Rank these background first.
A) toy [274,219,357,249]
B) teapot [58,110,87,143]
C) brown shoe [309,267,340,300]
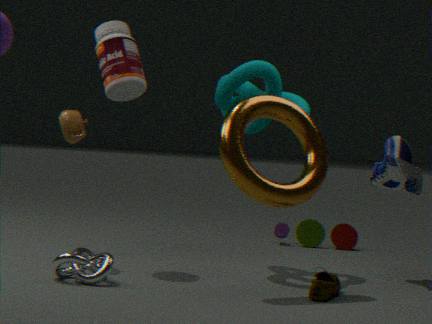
1. toy [274,219,357,249]
2. teapot [58,110,87,143]
3. brown shoe [309,267,340,300]
